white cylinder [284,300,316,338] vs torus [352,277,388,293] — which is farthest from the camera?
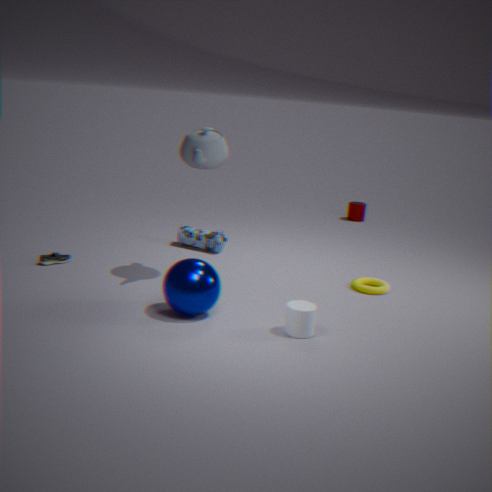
torus [352,277,388,293]
